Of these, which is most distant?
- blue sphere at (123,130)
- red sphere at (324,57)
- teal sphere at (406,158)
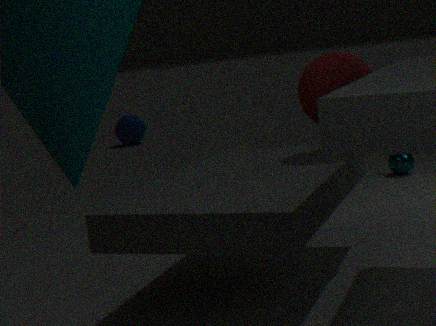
blue sphere at (123,130)
